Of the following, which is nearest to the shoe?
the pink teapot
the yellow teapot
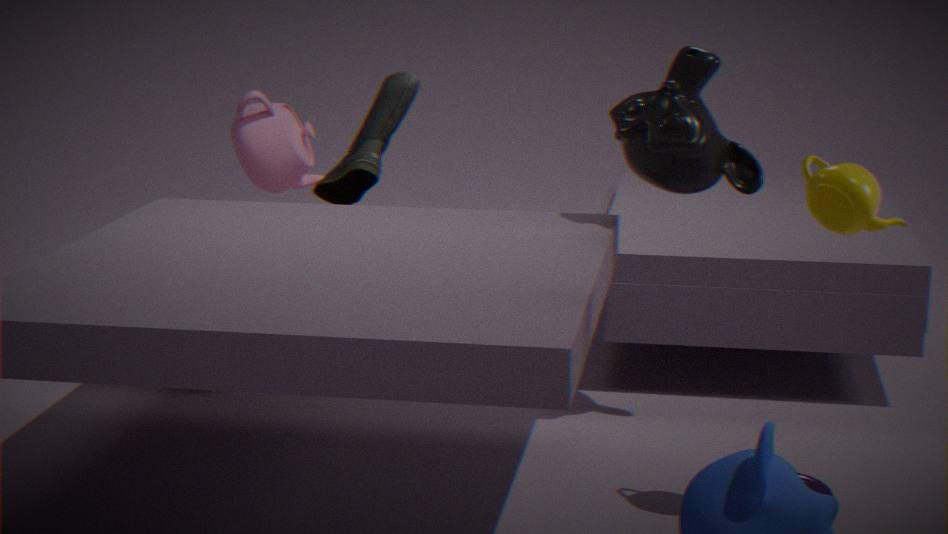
the pink teapot
